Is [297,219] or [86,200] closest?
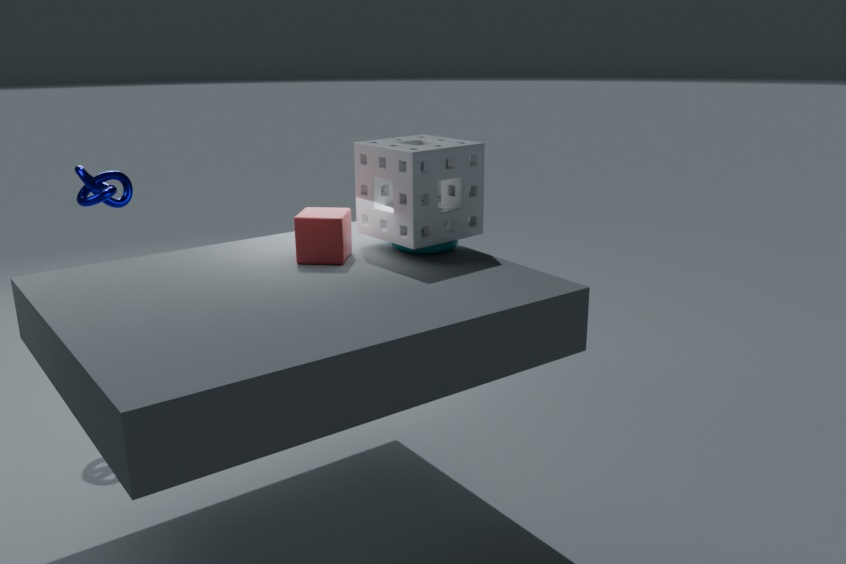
[297,219]
